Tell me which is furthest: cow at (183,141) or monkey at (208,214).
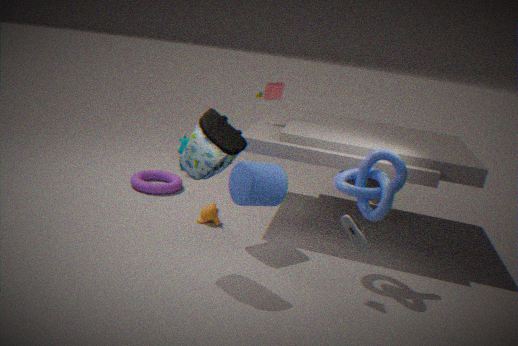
cow at (183,141)
